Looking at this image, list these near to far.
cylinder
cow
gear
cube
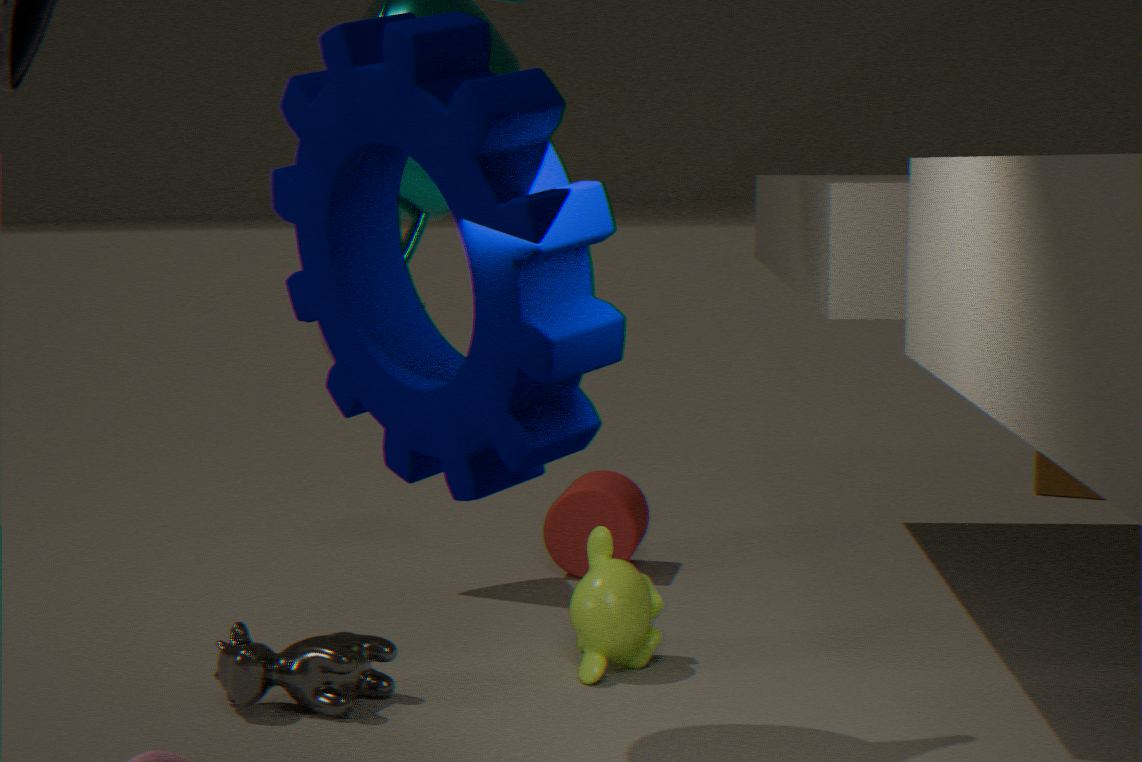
gear < cow < cylinder < cube
